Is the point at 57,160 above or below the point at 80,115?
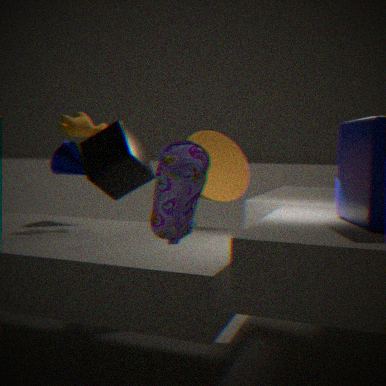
below
